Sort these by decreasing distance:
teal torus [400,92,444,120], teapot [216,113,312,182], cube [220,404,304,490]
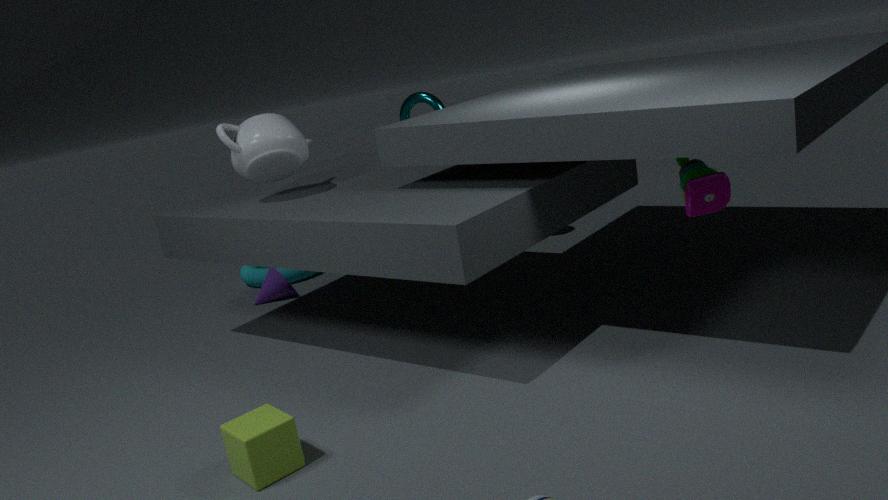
teal torus [400,92,444,120], teapot [216,113,312,182], cube [220,404,304,490]
